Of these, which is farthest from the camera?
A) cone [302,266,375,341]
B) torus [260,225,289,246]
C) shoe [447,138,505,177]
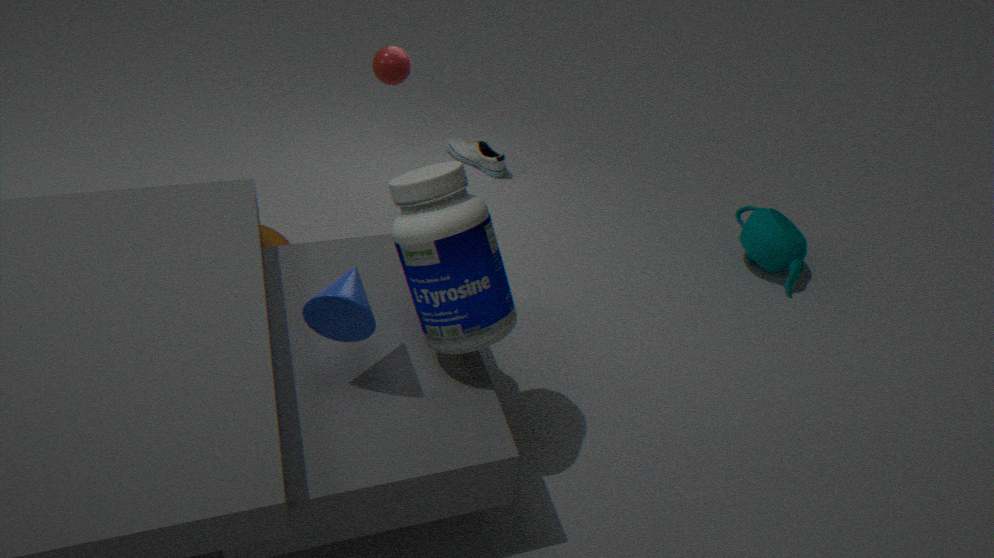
shoe [447,138,505,177]
